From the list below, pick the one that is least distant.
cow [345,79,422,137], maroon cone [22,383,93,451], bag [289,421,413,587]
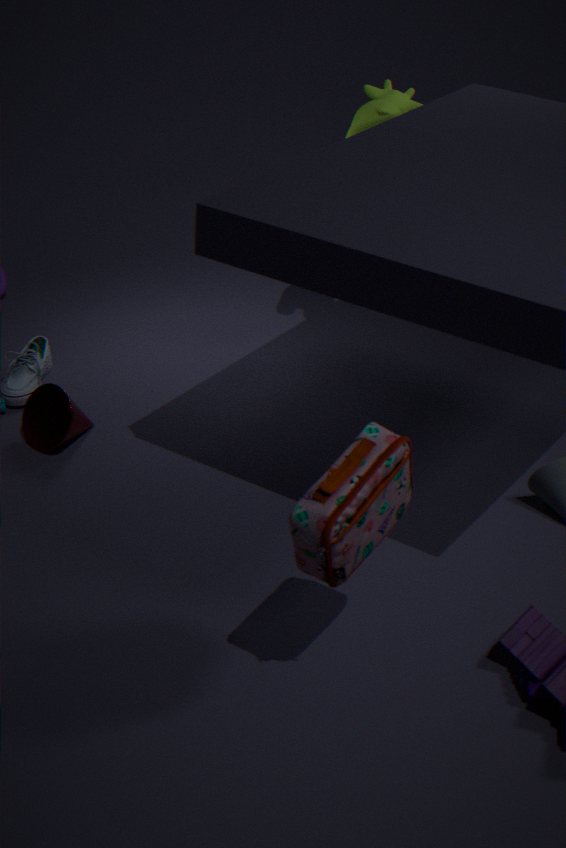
bag [289,421,413,587]
